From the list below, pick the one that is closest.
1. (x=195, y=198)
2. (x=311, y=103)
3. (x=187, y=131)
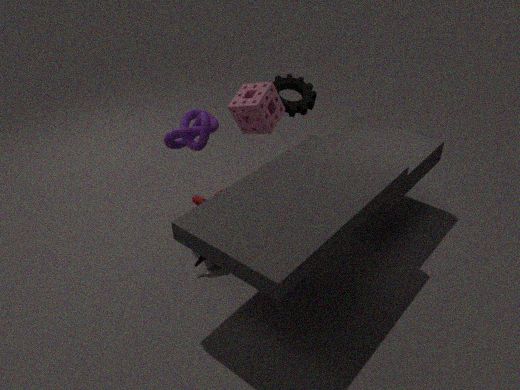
(x=187, y=131)
